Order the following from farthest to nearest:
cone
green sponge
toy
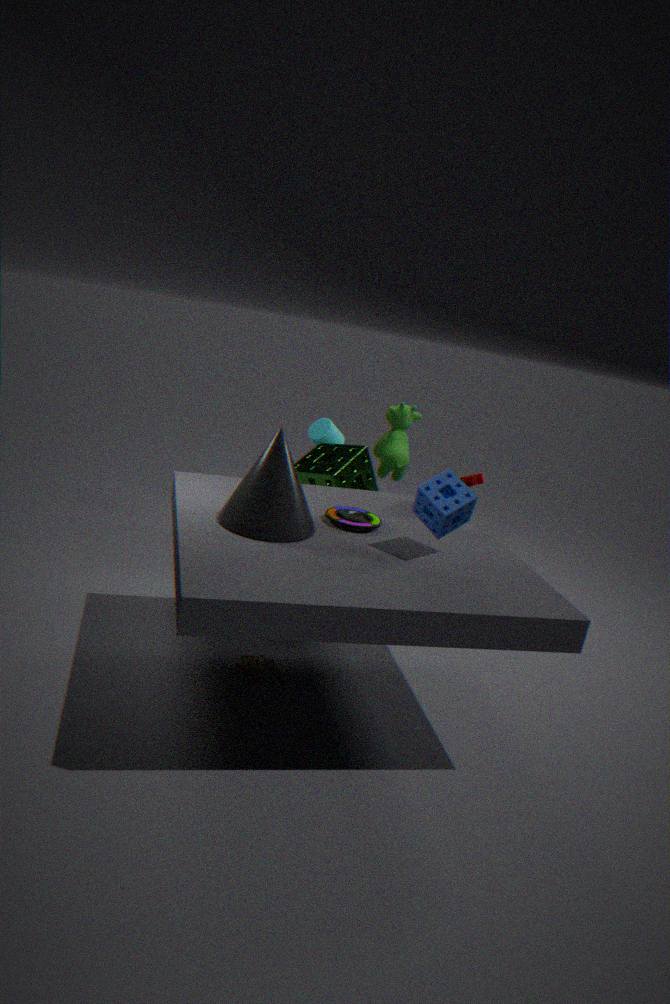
green sponge < toy < cone
